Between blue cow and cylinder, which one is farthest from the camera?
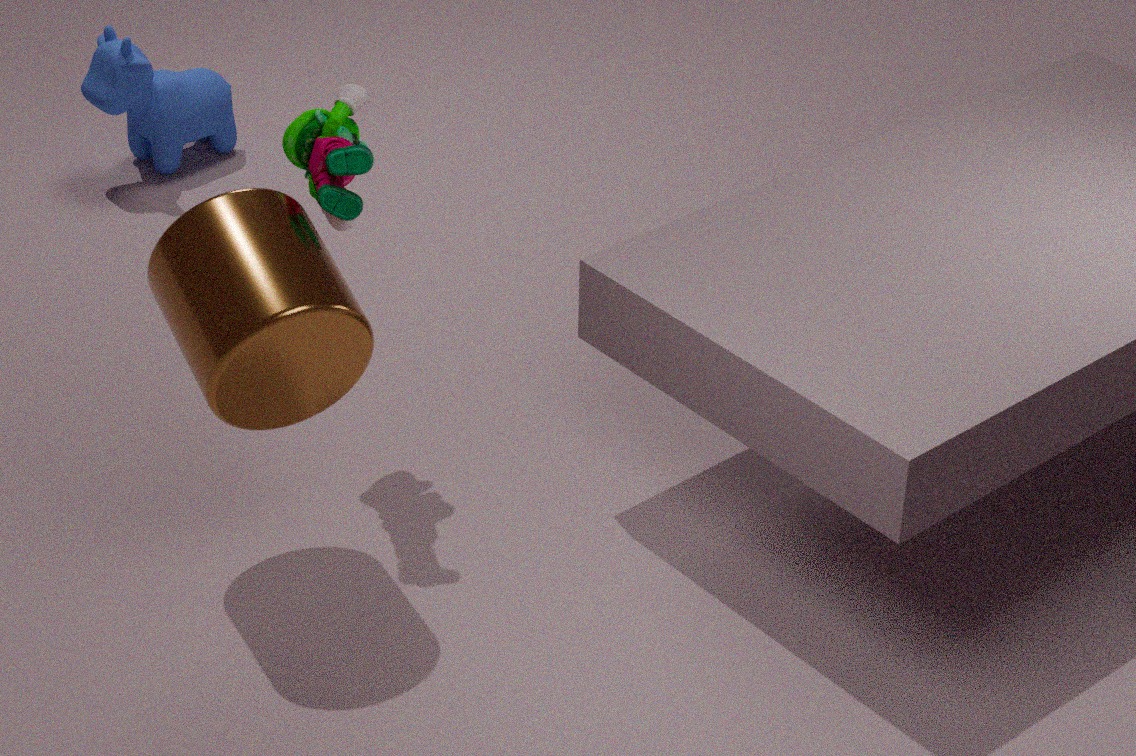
blue cow
